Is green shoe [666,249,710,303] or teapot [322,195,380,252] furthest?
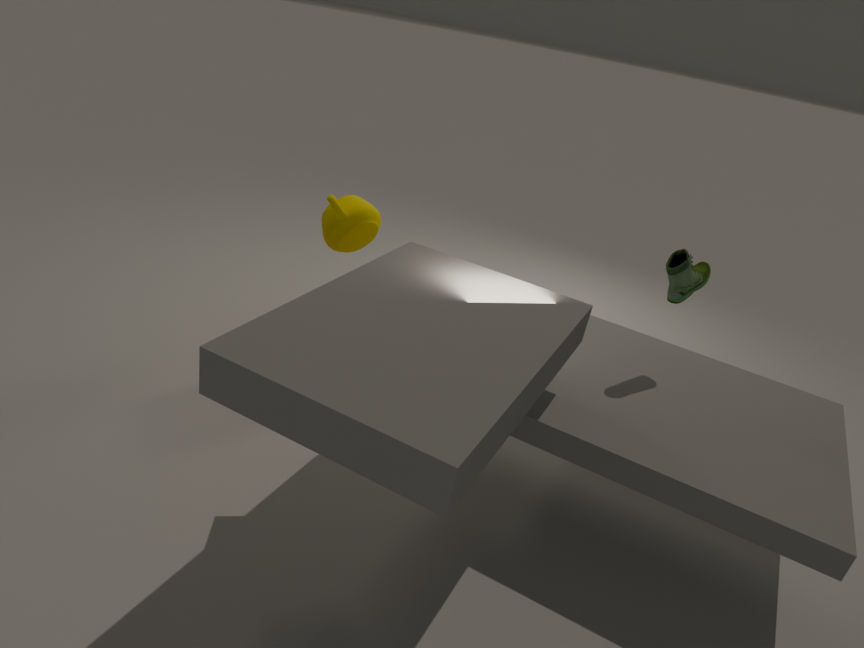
teapot [322,195,380,252]
